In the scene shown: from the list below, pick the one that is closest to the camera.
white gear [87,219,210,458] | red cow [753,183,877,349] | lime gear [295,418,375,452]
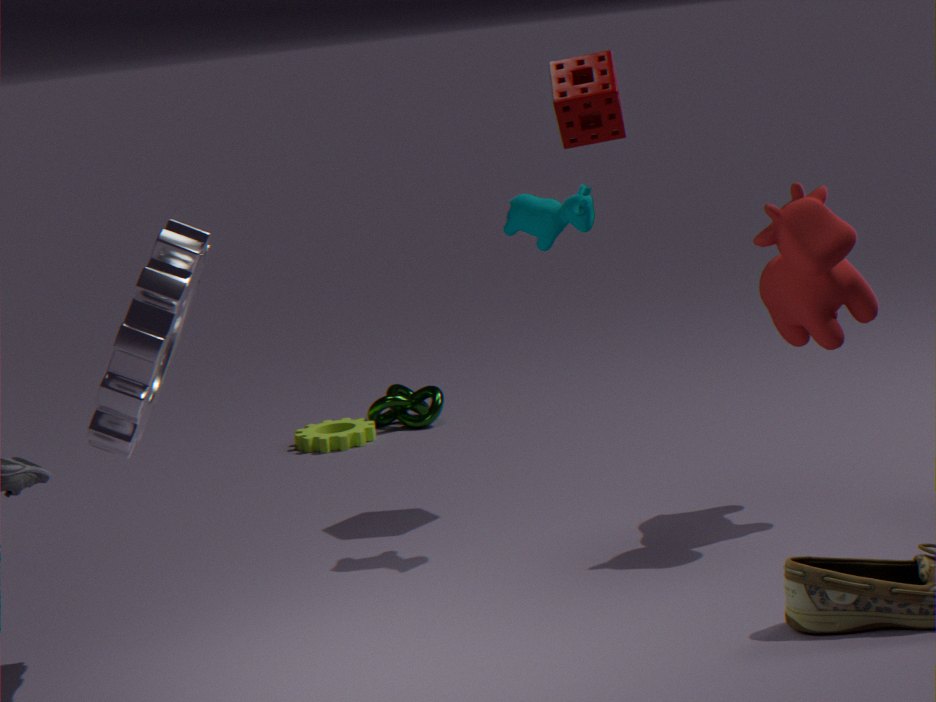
white gear [87,219,210,458]
